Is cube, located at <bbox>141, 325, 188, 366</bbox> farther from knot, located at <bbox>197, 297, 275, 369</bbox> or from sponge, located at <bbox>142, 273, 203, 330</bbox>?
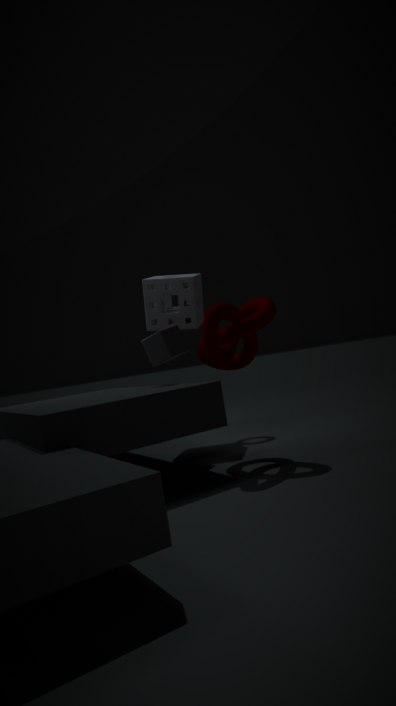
sponge, located at <bbox>142, 273, 203, 330</bbox>
